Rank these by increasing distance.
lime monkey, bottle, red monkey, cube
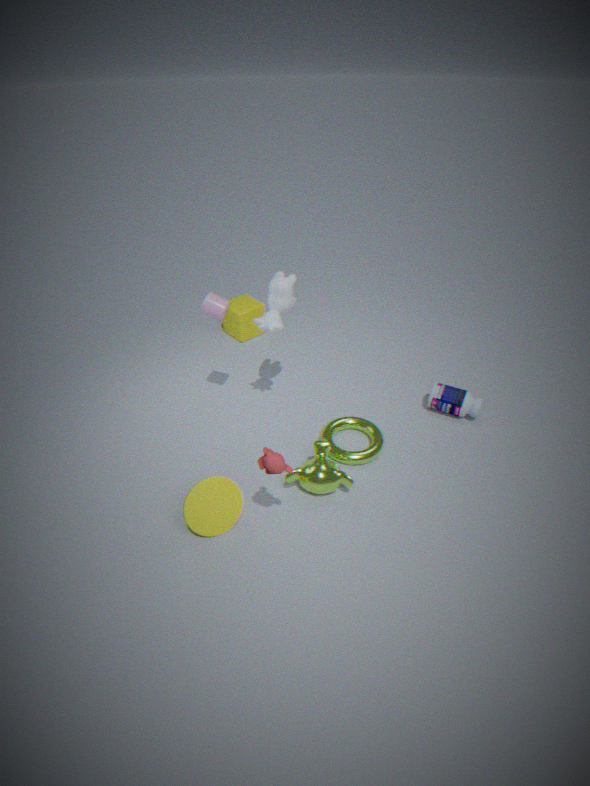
red monkey → lime monkey → bottle → cube
